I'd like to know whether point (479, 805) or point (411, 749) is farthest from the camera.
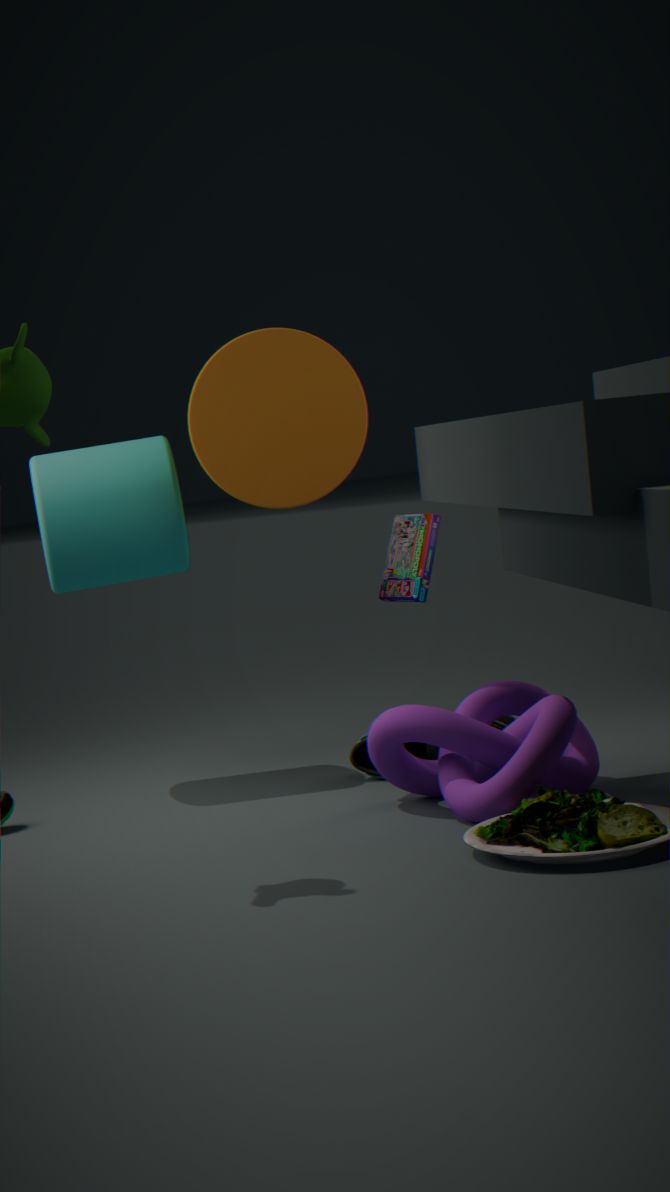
point (411, 749)
